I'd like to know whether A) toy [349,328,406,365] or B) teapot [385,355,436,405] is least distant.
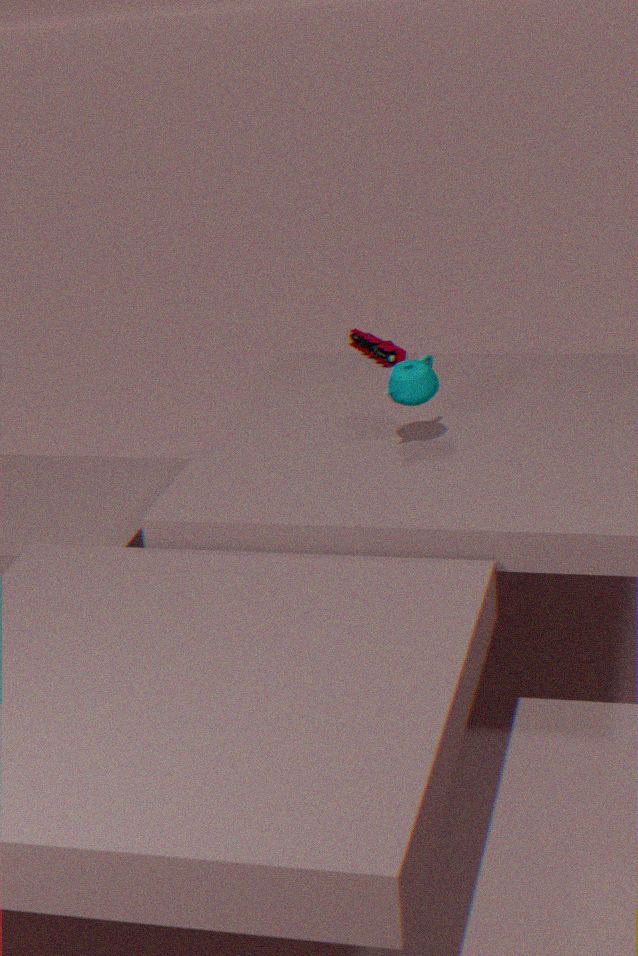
B. teapot [385,355,436,405]
